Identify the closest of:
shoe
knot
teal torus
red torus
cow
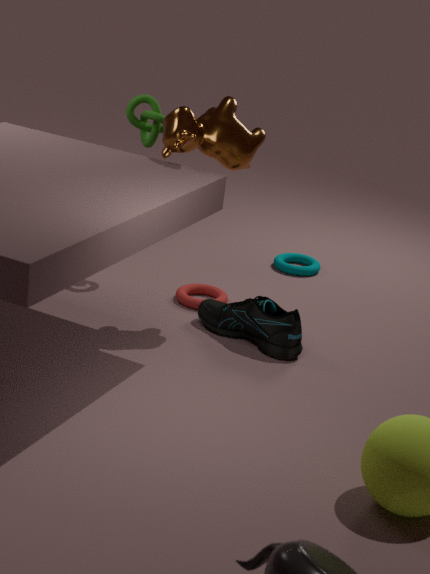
cow
